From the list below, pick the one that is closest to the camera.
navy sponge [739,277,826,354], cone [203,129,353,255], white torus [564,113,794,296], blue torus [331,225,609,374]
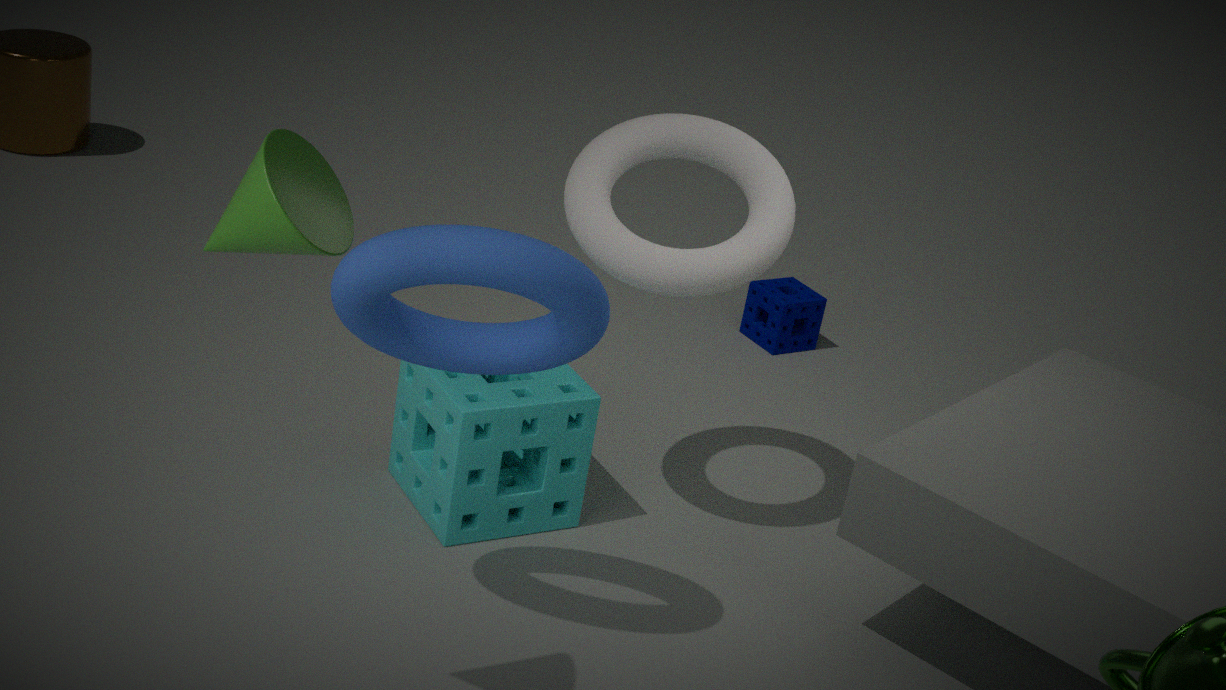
cone [203,129,353,255]
